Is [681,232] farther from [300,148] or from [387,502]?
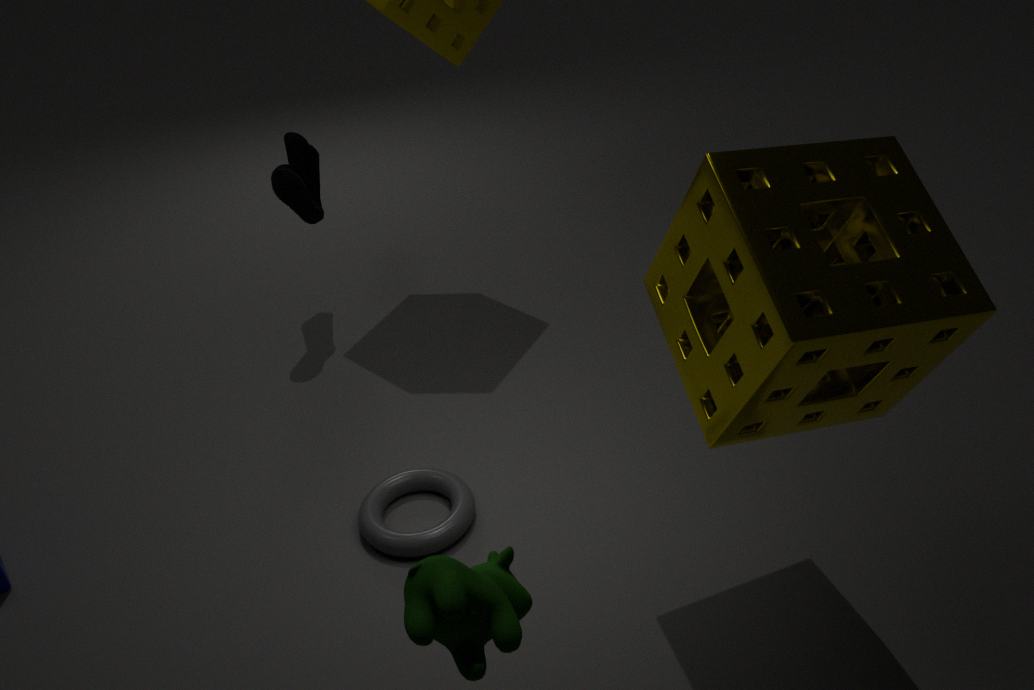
[300,148]
